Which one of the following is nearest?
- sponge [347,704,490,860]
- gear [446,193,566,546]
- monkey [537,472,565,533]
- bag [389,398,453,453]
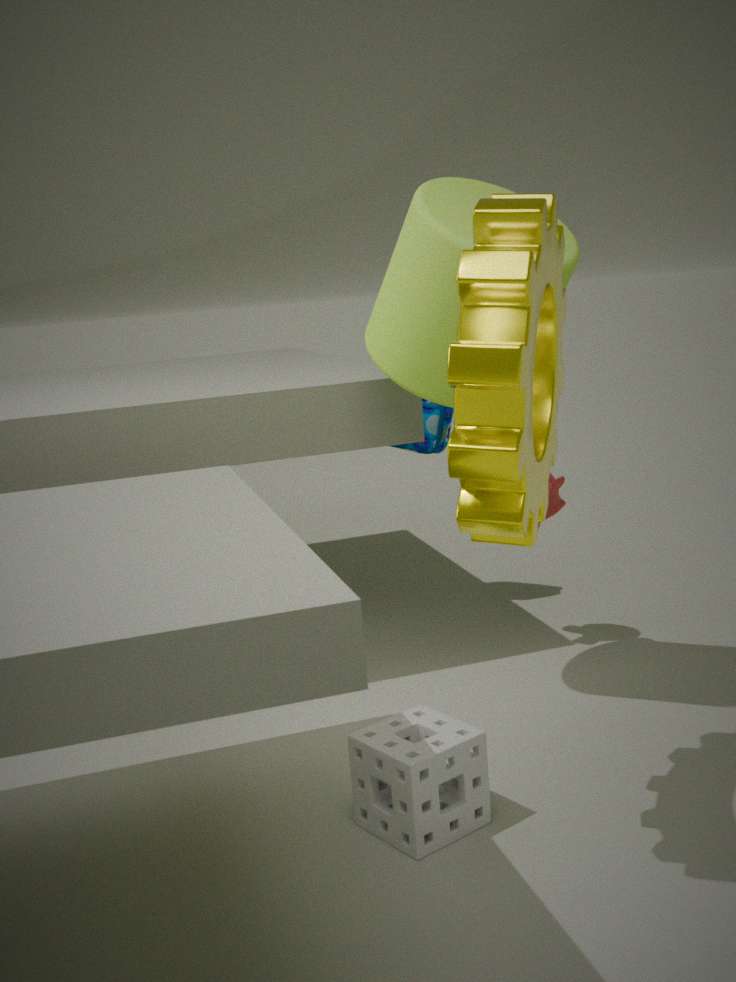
gear [446,193,566,546]
